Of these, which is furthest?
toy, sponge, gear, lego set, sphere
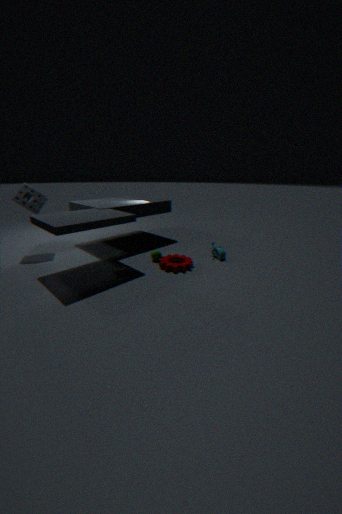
toy
